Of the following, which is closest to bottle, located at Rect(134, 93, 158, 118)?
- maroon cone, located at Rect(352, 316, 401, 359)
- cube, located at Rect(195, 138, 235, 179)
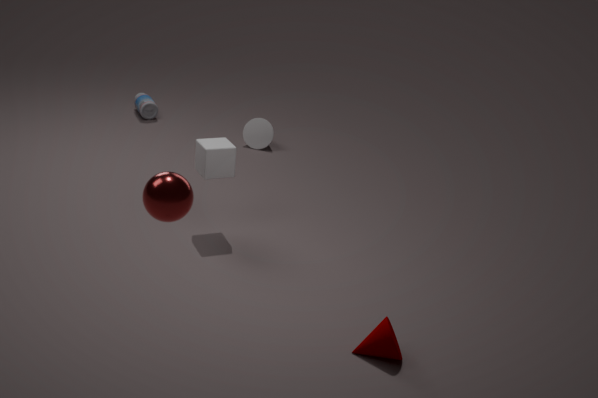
cube, located at Rect(195, 138, 235, 179)
